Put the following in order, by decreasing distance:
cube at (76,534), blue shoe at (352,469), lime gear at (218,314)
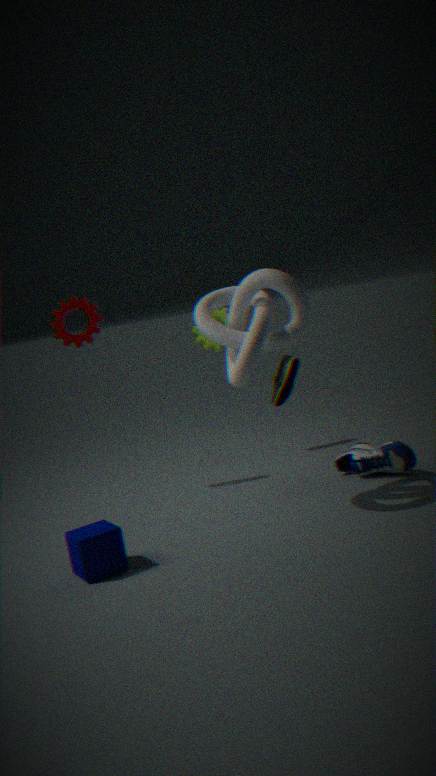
1. lime gear at (218,314)
2. blue shoe at (352,469)
3. cube at (76,534)
